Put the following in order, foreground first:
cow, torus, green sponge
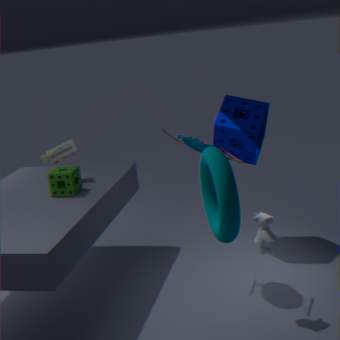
torus < cow < green sponge
